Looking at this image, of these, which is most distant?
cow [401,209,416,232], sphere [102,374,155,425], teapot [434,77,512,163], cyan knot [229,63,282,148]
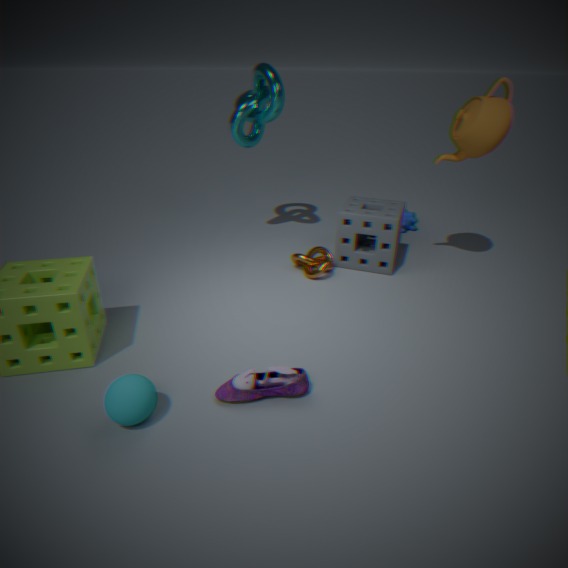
cow [401,209,416,232]
